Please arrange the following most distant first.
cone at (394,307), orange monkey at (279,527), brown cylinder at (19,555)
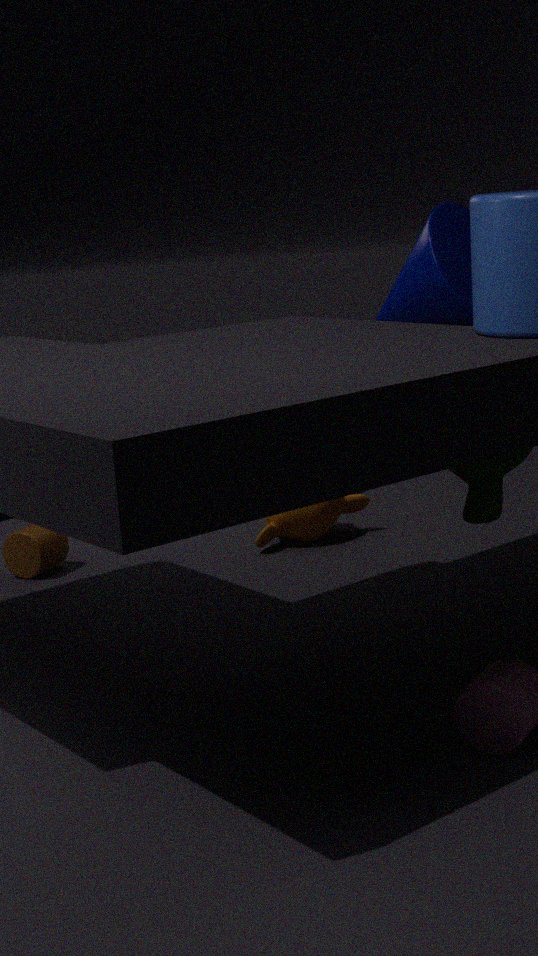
orange monkey at (279,527) < brown cylinder at (19,555) < cone at (394,307)
